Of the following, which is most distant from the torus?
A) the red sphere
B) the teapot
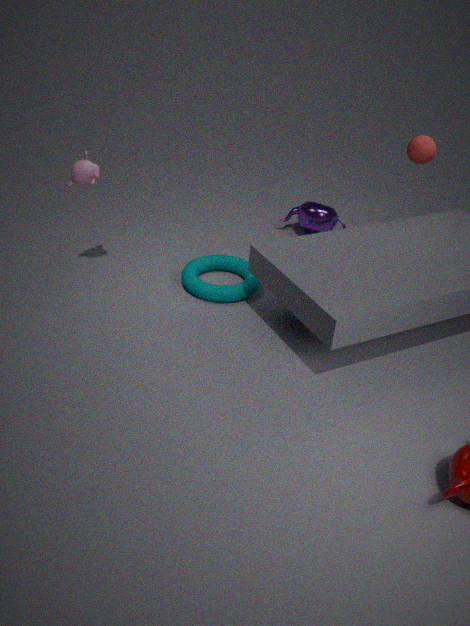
the red sphere
